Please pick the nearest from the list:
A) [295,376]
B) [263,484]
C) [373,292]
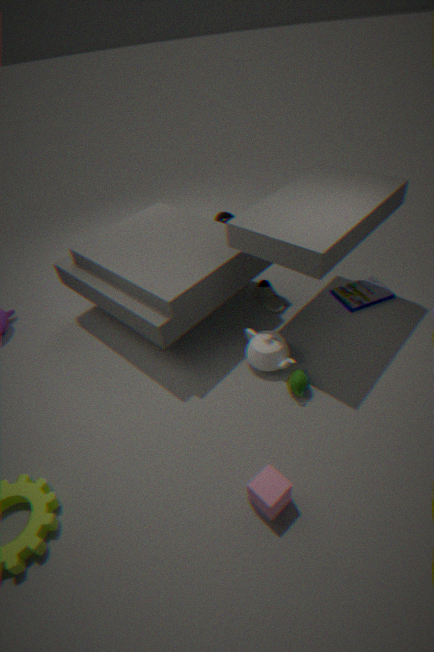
[263,484]
